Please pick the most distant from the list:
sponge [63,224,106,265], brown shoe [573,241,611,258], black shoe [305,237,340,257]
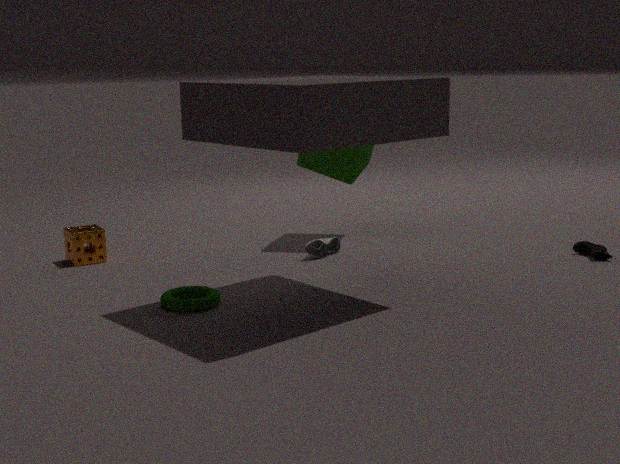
black shoe [305,237,340,257]
